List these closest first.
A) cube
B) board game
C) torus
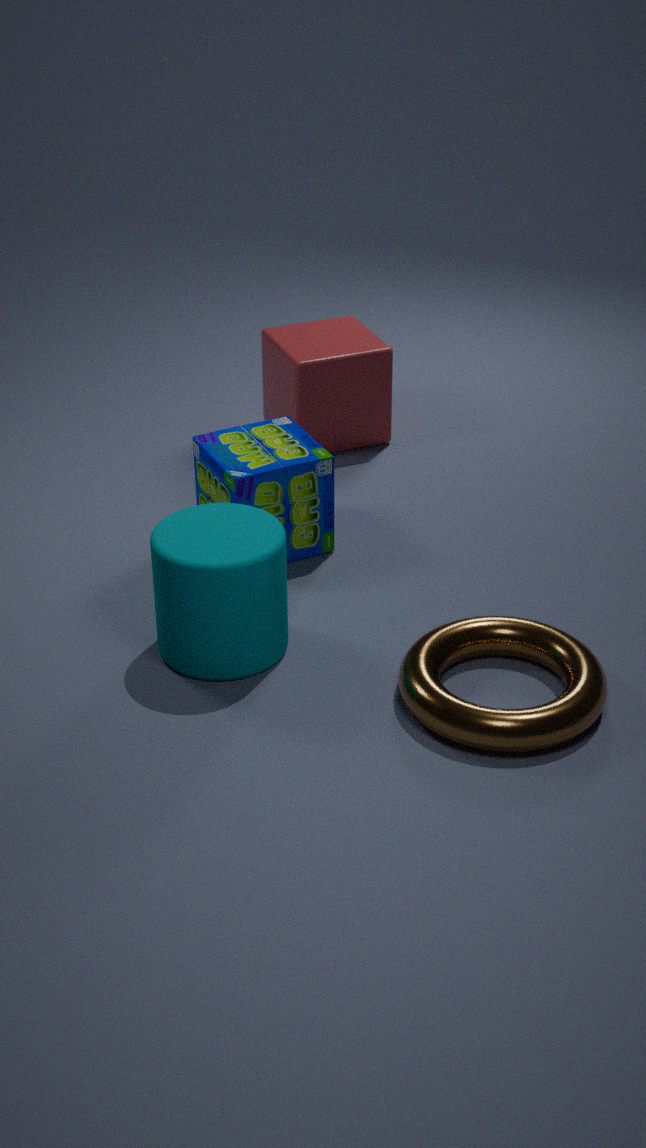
torus → board game → cube
